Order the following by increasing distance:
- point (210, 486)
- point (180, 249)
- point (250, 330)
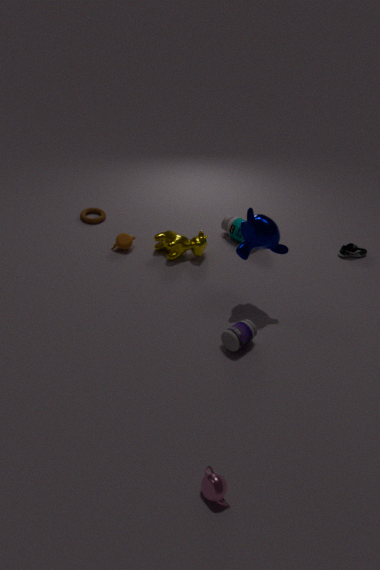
1. point (210, 486)
2. point (250, 330)
3. point (180, 249)
